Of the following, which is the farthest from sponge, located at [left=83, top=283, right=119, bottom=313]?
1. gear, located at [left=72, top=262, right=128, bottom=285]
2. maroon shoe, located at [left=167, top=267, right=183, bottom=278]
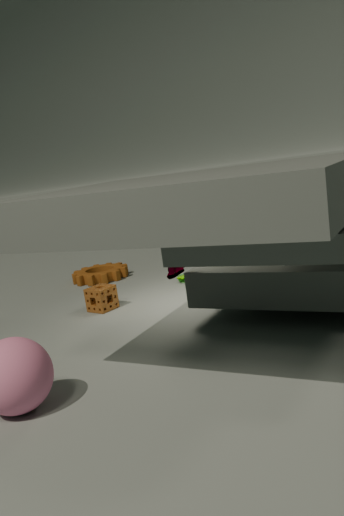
maroon shoe, located at [left=167, top=267, right=183, bottom=278]
